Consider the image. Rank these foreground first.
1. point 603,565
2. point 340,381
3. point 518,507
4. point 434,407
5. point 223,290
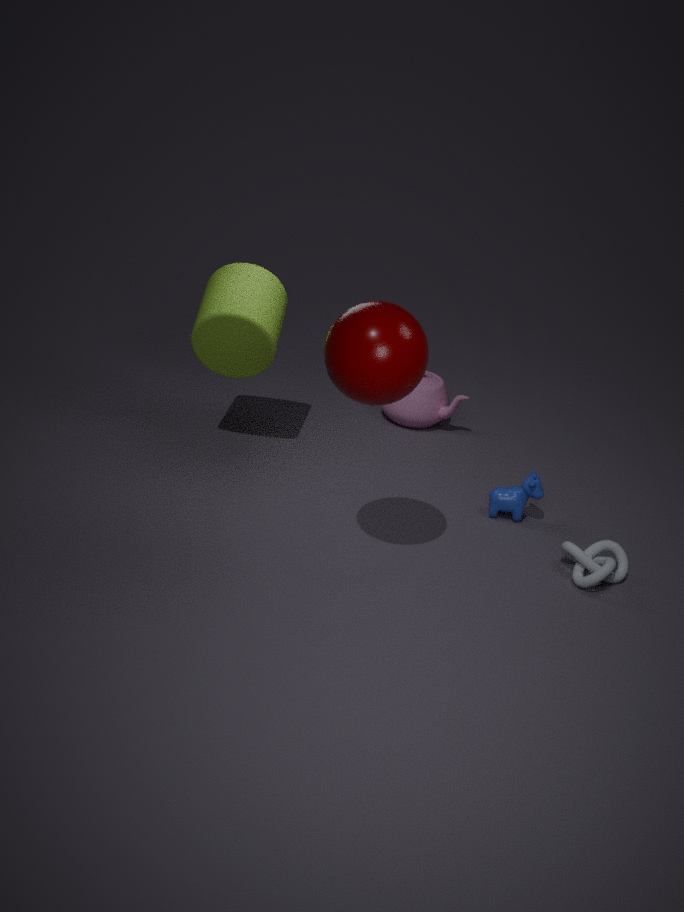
point 340,381, point 603,565, point 518,507, point 223,290, point 434,407
